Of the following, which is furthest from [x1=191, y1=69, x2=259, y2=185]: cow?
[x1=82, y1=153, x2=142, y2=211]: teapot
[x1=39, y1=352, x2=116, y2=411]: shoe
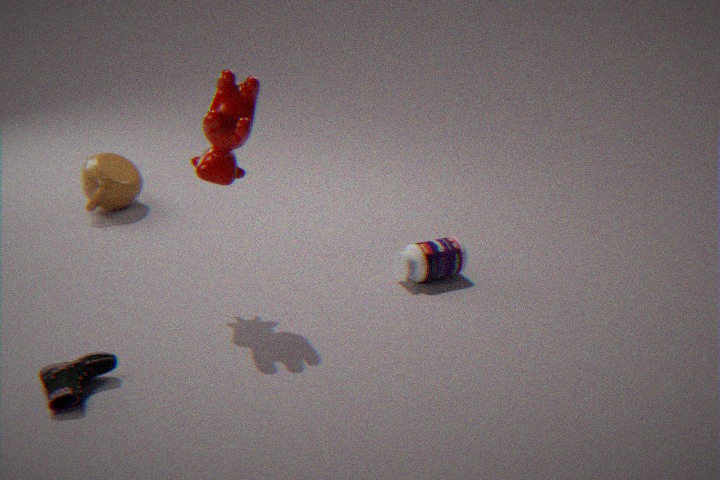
[x1=82, y1=153, x2=142, y2=211]: teapot
